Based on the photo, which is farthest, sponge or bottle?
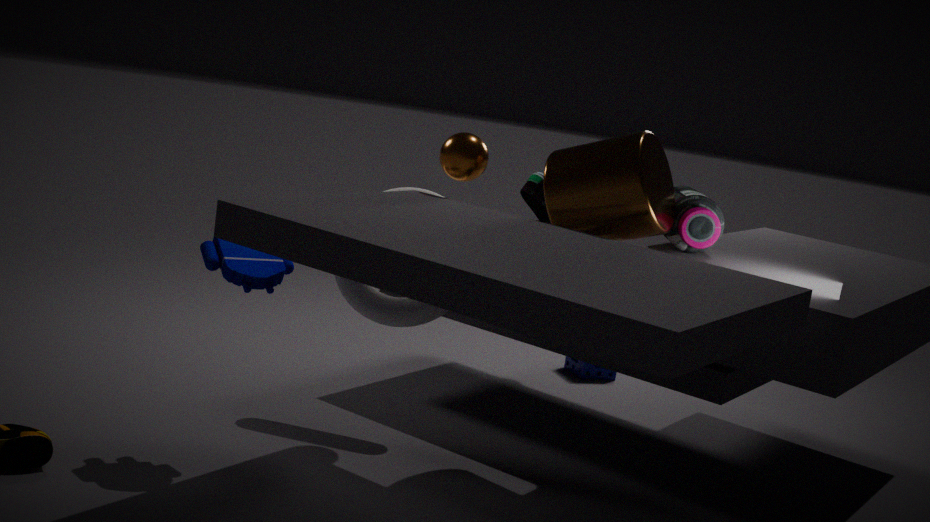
sponge
